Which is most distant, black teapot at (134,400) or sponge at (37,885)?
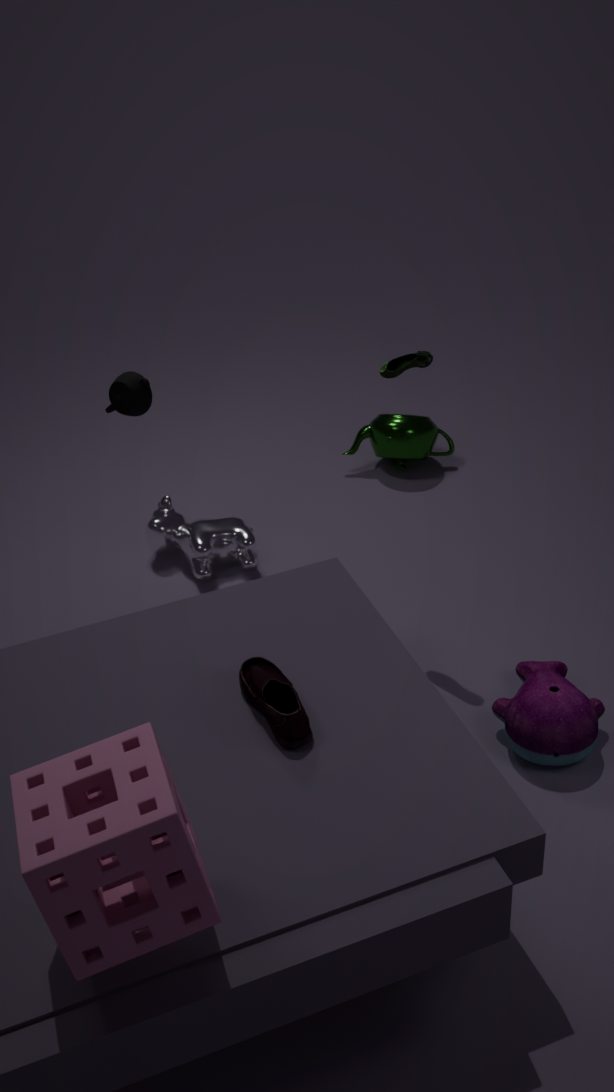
black teapot at (134,400)
